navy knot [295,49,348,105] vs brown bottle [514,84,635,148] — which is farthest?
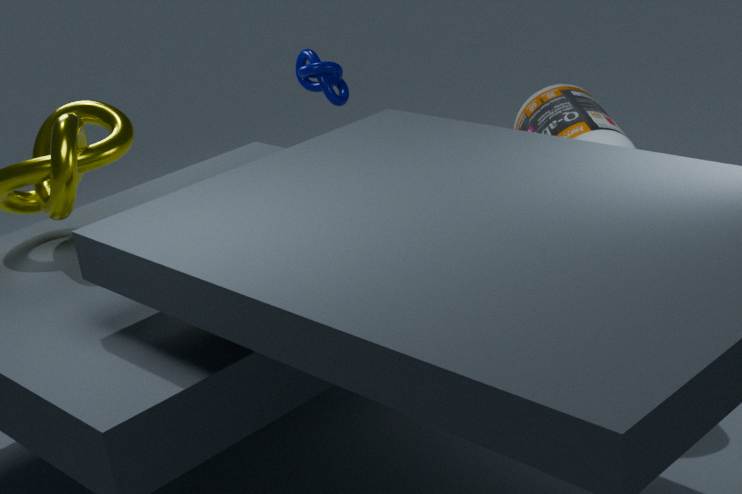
navy knot [295,49,348,105]
